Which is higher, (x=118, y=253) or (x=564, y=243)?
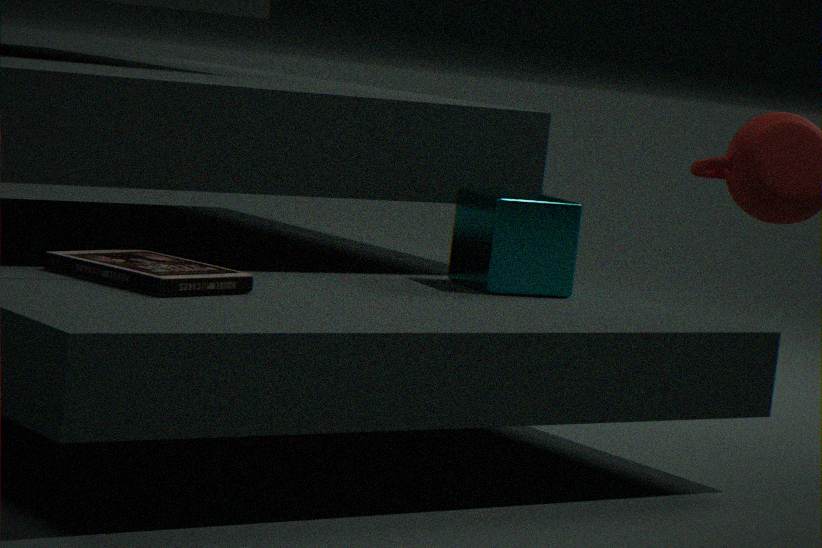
(x=564, y=243)
